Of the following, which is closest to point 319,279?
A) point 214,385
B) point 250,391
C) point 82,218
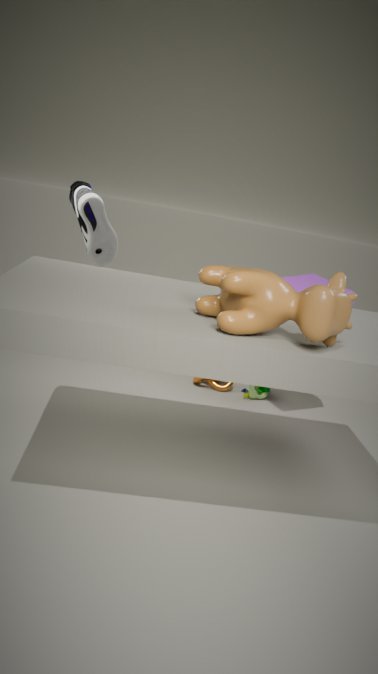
point 250,391
